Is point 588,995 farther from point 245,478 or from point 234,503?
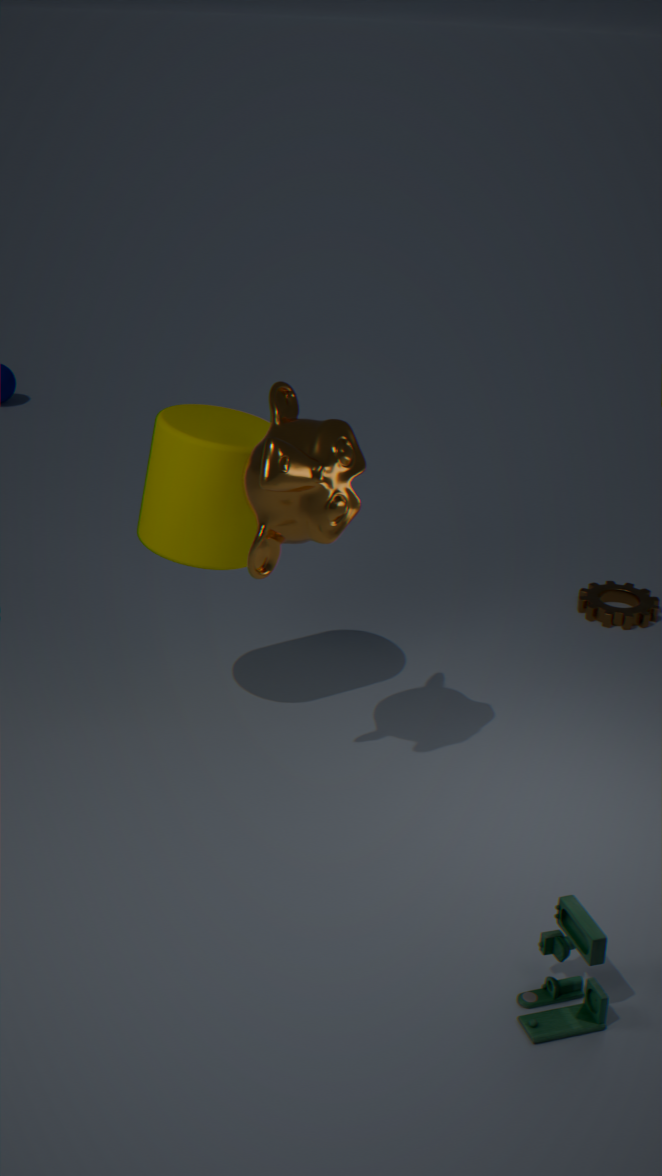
point 234,503
